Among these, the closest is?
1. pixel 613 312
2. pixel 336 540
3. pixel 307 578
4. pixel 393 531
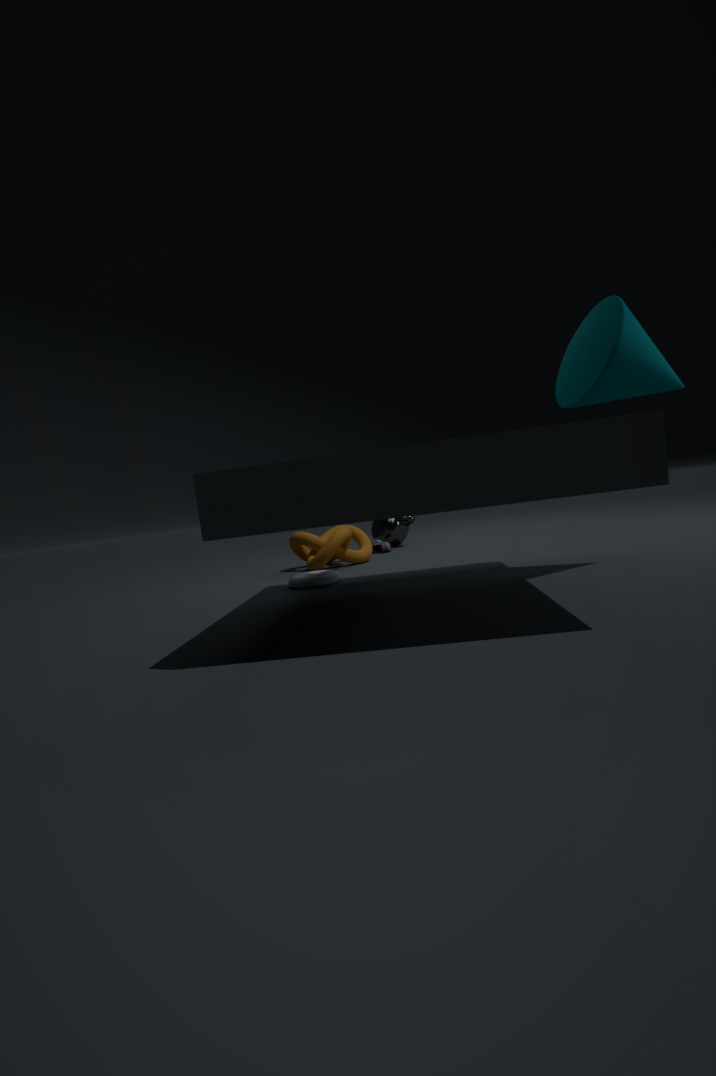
pixel 613 312
